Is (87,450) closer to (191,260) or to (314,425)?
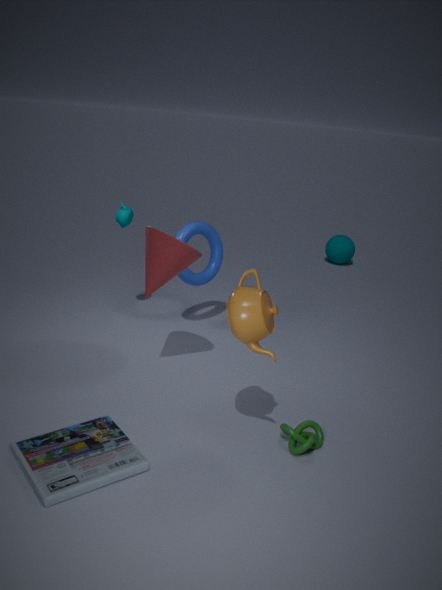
(314,425)
